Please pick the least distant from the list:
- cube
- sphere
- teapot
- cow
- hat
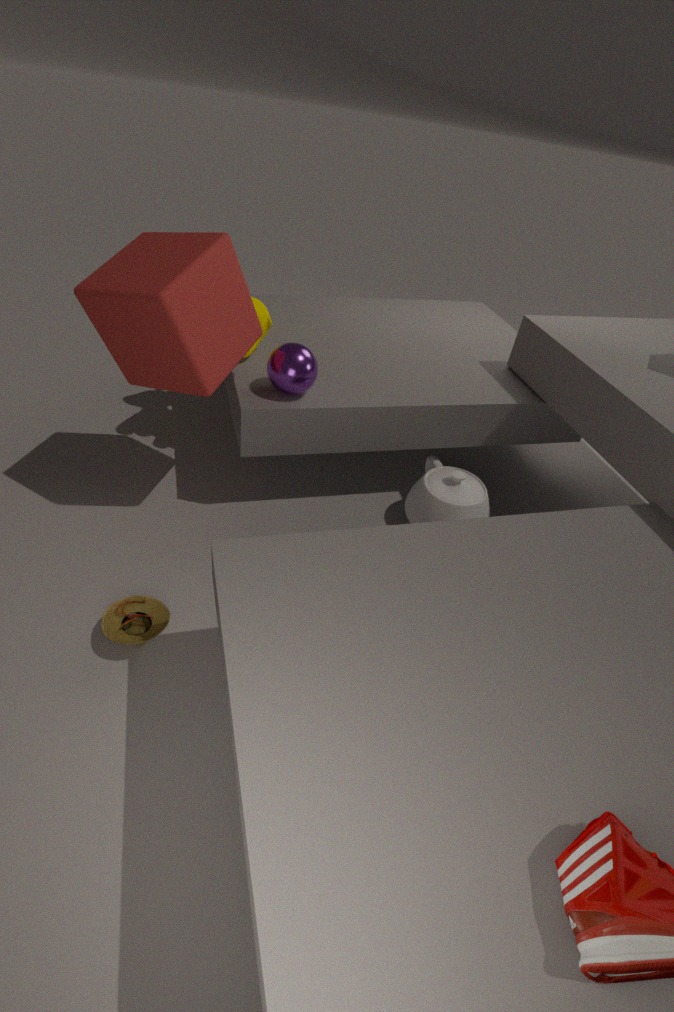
cube
